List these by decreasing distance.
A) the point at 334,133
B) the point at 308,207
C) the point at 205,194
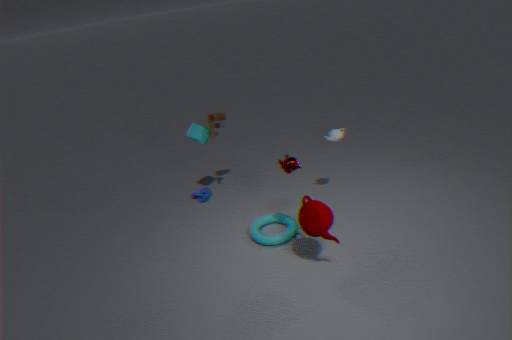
the point at 205,194 → the point at 334,133 → the point at 308,207
